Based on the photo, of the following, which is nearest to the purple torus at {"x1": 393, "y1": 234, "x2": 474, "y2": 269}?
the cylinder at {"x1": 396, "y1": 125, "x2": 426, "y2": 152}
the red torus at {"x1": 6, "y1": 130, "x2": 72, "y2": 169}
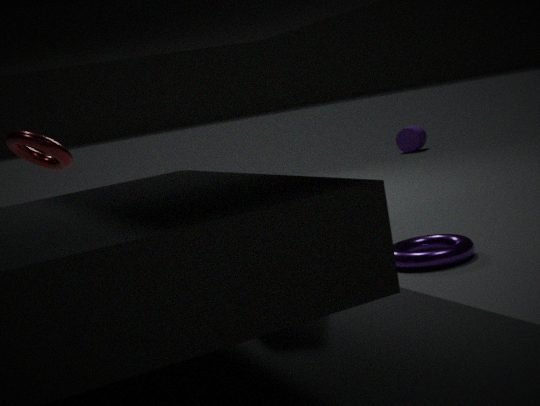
the red torus at {"x1": 6, "y1": 130, "x2": 72, "y2": 169}
